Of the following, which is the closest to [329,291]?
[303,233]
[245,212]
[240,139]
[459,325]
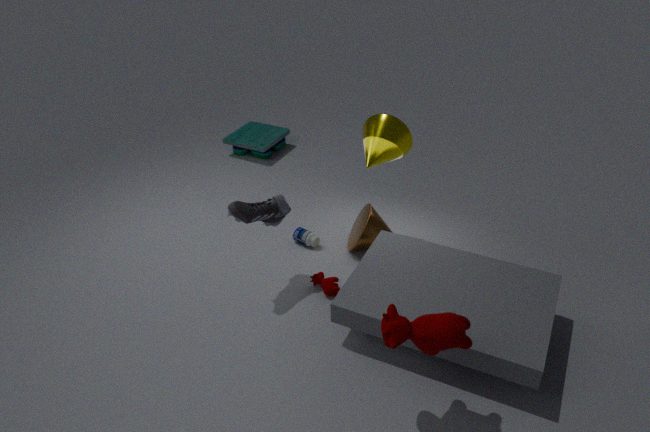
[303,233]
